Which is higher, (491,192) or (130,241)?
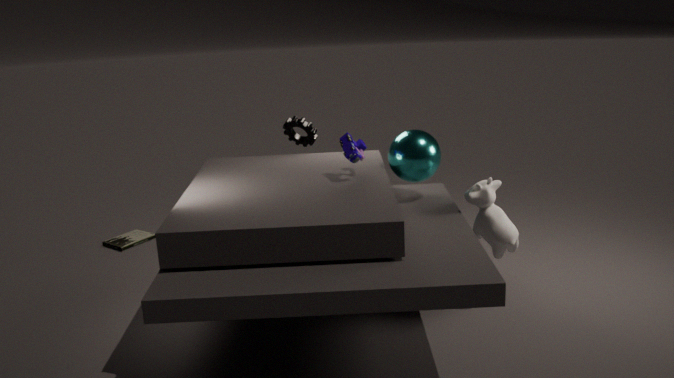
(491,192)
